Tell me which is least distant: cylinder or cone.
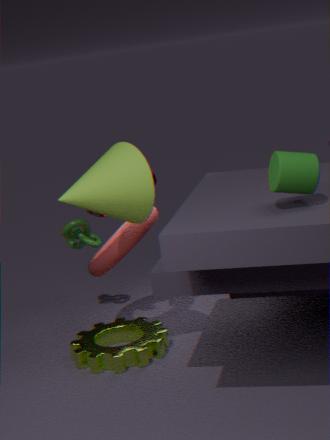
cylinder
